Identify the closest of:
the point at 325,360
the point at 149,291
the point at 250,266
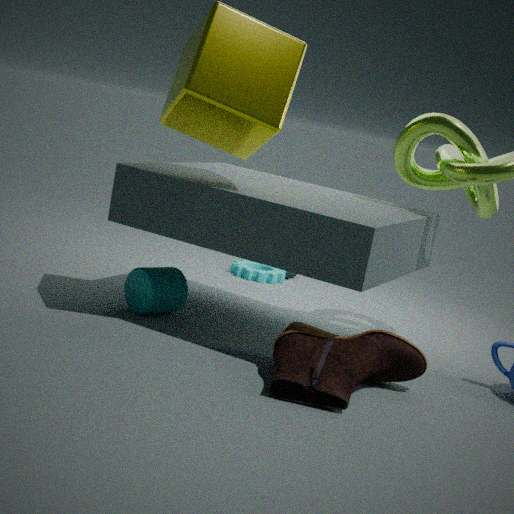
the point at 325,360
